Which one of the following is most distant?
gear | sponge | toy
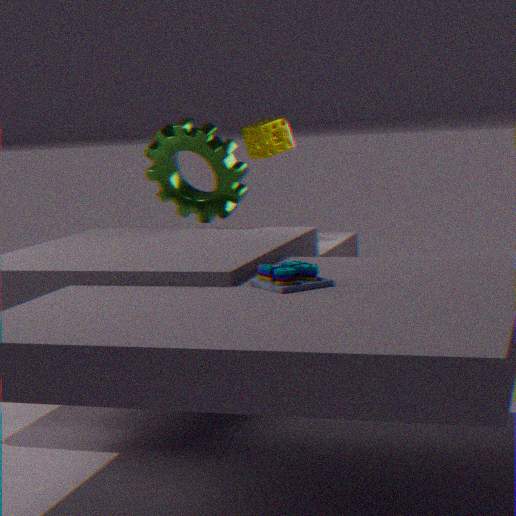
sponge
